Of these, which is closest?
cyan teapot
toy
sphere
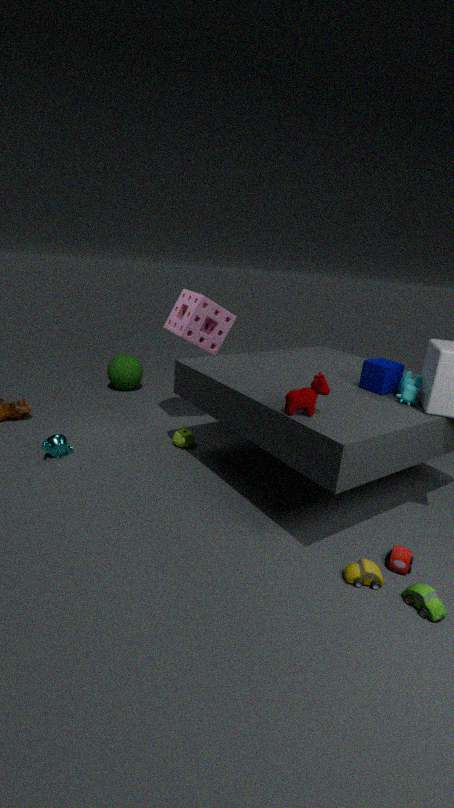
toy
